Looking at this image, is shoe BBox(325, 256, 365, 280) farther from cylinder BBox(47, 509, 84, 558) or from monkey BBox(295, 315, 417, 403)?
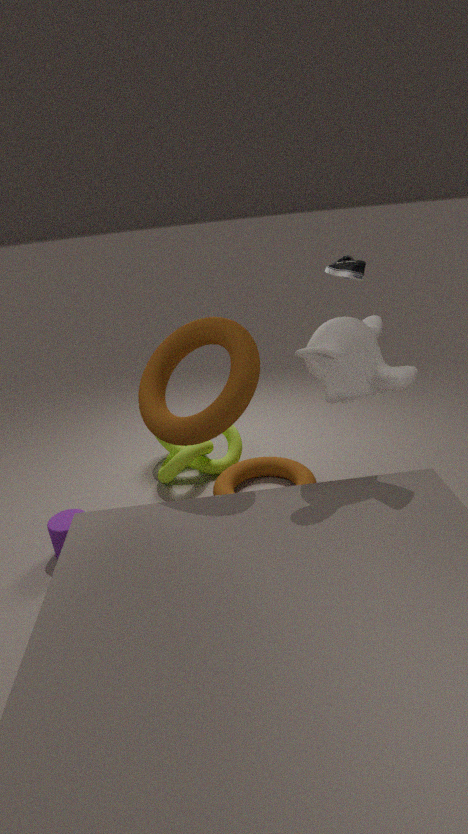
cylinder BBox(47, 509, 84, 558)
